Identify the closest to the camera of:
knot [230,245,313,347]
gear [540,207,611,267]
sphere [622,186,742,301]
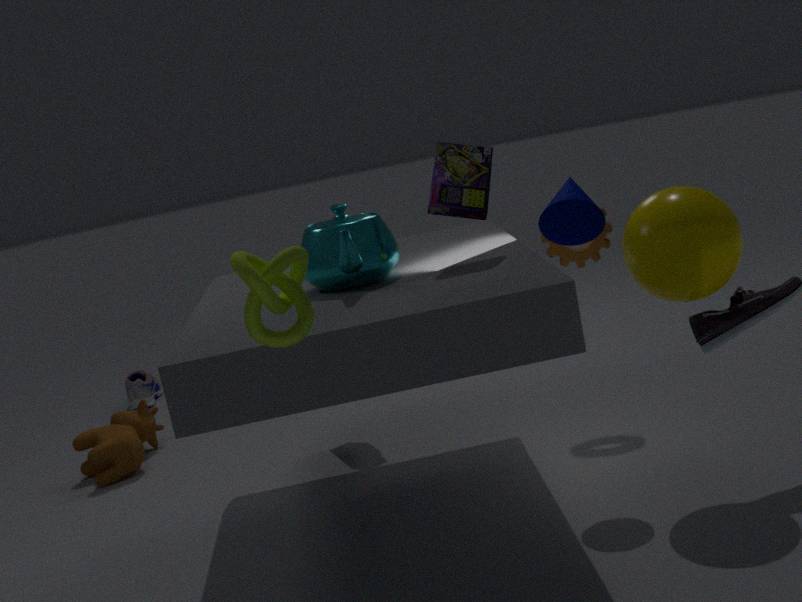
knot [230,245,313,347]
